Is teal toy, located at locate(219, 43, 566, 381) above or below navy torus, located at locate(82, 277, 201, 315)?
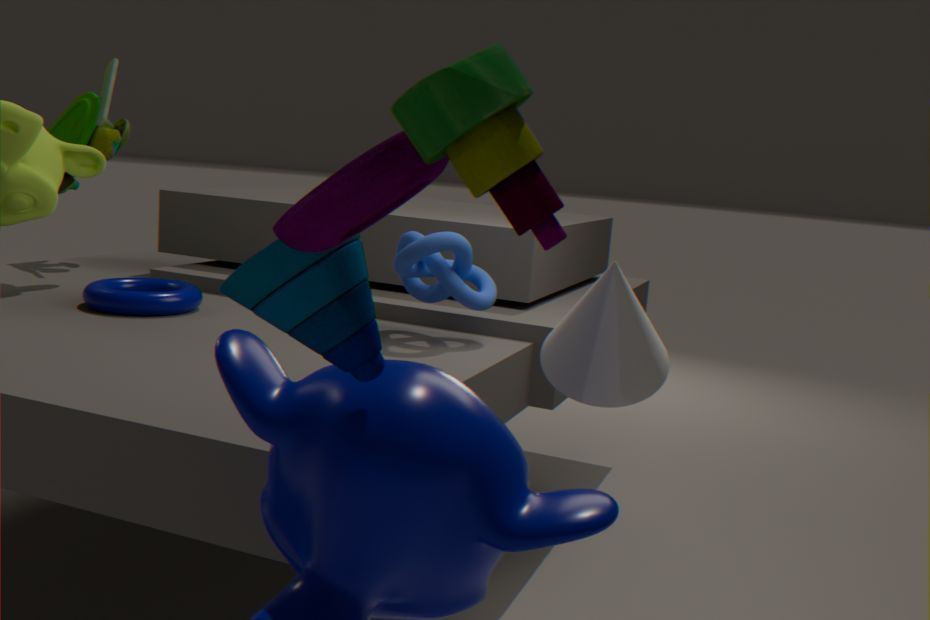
above
